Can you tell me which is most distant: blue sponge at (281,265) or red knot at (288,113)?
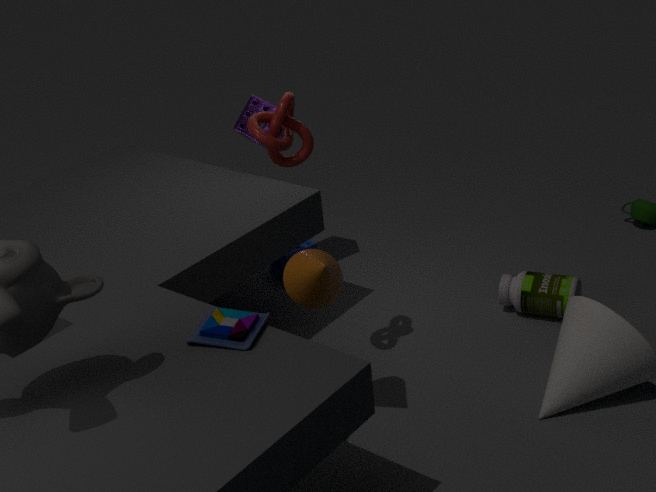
blue sponge at (281,265)
